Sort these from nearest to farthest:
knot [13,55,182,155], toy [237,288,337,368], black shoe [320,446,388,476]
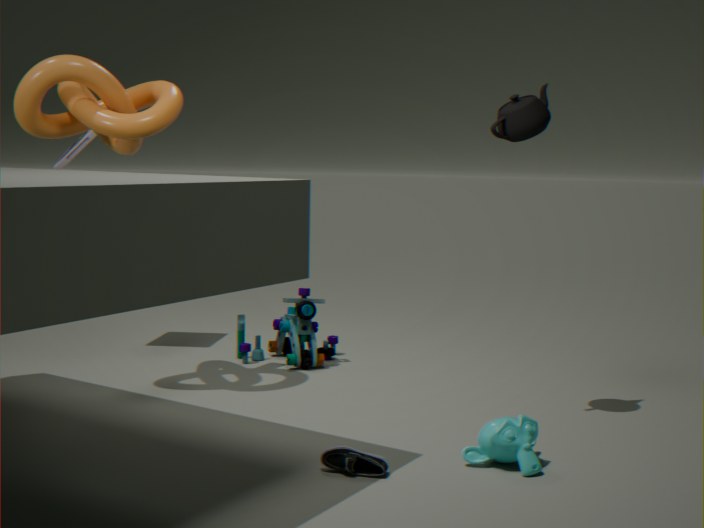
black shoe [320,446,388,476]
knot [13,55,182,155]
toy [237,288,337,368]
